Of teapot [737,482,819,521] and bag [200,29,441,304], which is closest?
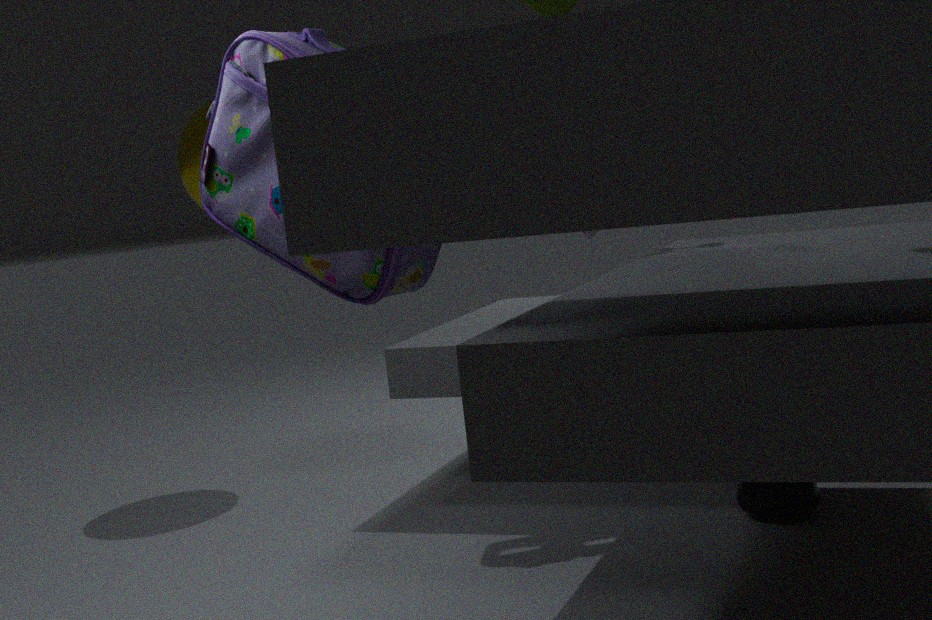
bag [200,29,441,304]
